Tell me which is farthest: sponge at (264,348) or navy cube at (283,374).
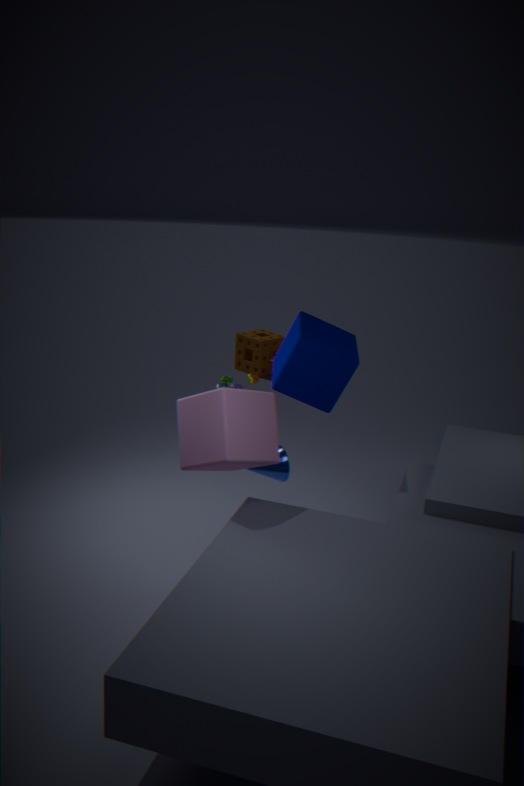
sponge at (264,348)
